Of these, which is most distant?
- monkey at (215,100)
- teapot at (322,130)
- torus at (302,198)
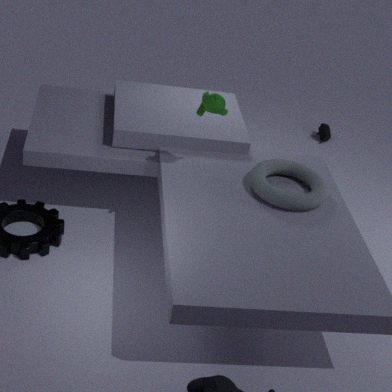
teapot at (322,130)
